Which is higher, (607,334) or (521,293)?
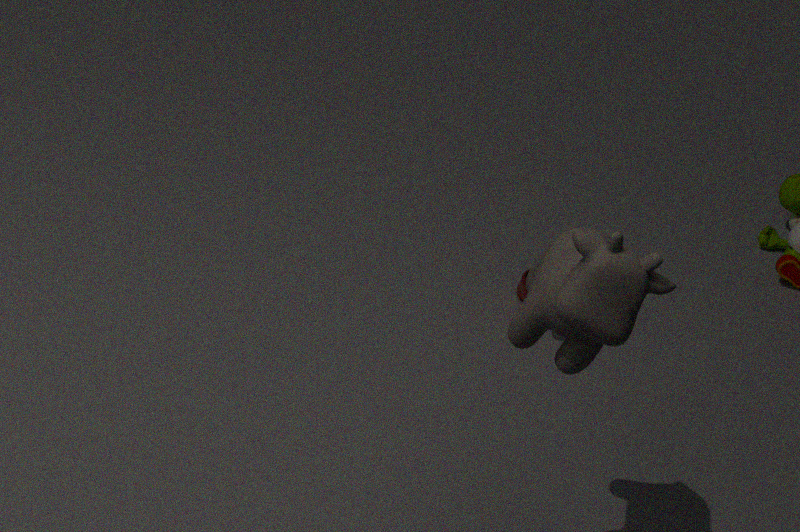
(607,334)
